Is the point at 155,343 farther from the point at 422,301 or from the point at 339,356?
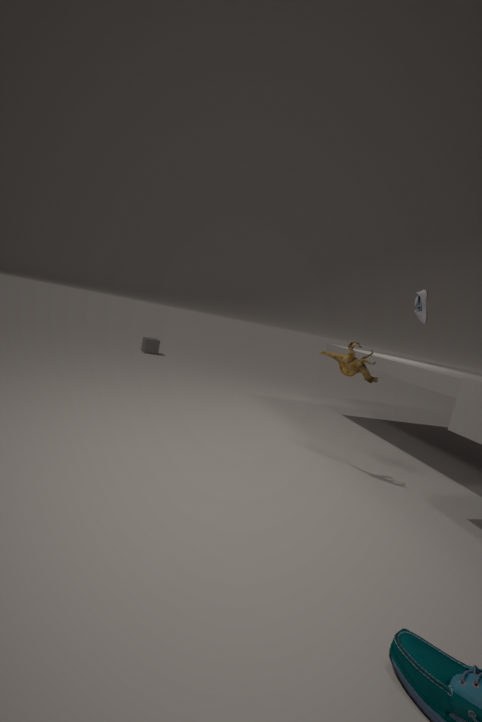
the point at 339,356
